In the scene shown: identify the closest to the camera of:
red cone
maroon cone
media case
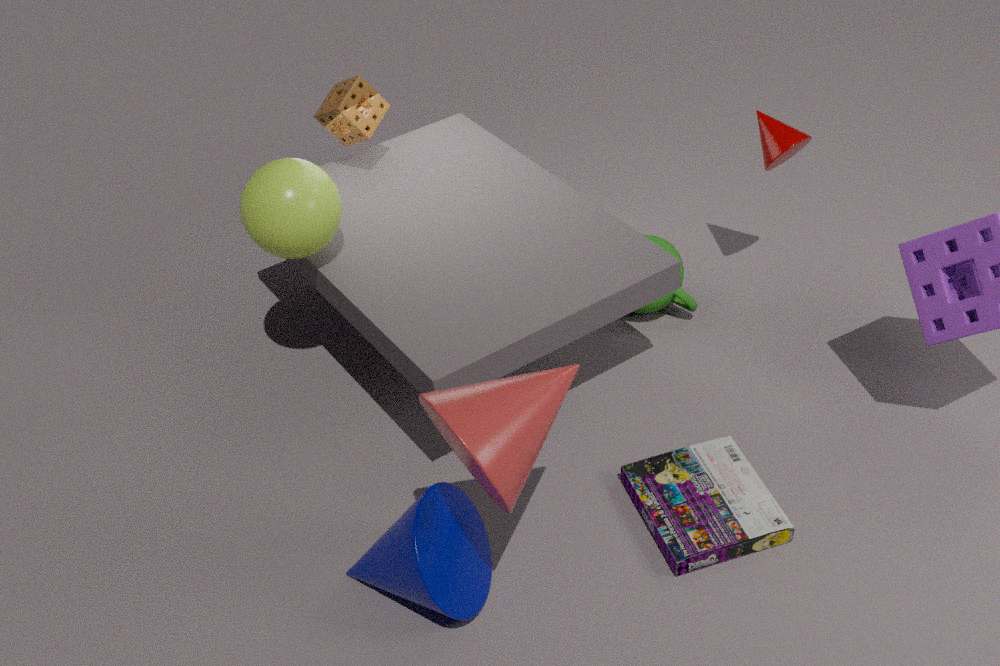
red cone
